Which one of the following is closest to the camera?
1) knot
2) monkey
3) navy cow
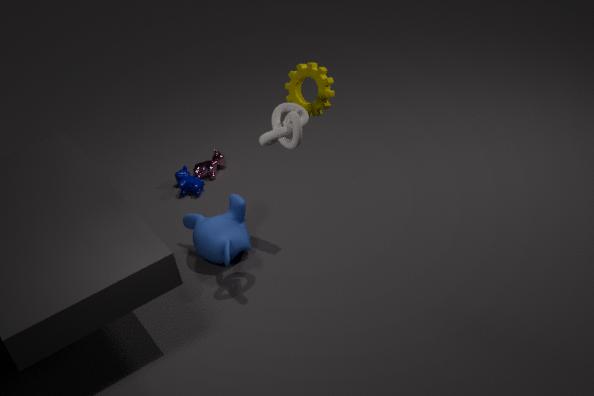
1. knot
